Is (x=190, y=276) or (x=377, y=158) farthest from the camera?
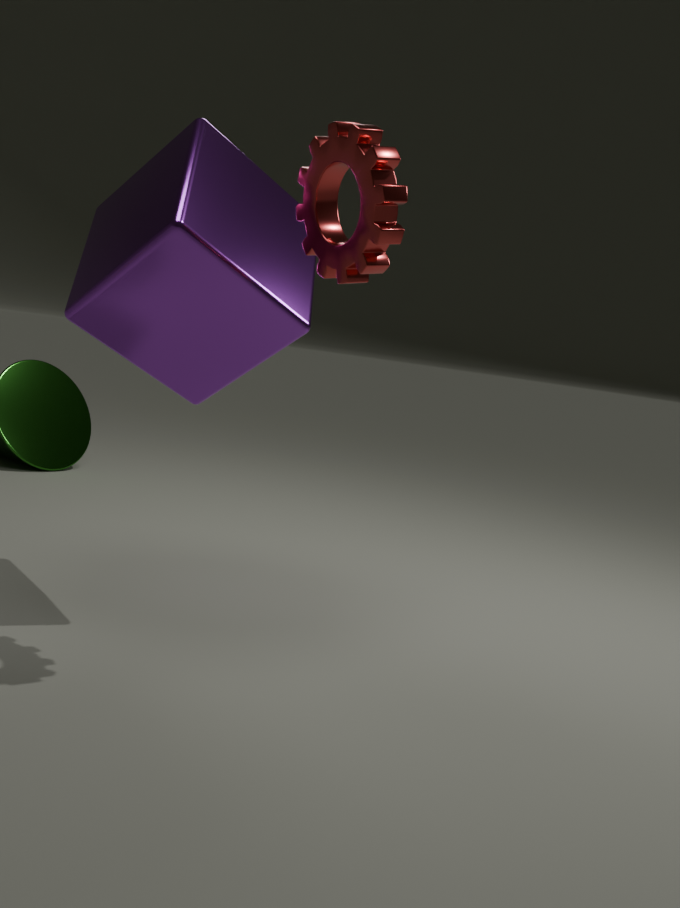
(x=190, y=276)
